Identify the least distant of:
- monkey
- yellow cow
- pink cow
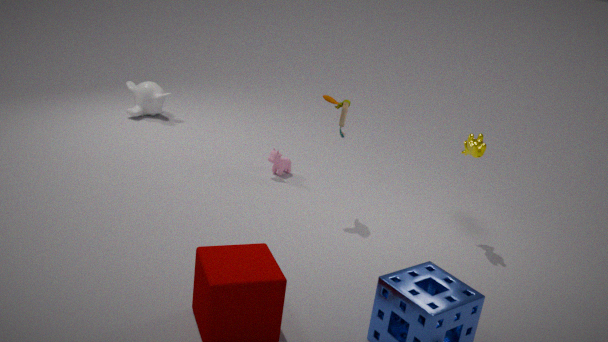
yellow cow
